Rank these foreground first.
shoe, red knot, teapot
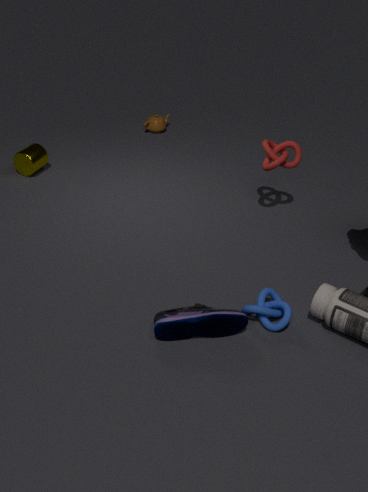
shoe, red knot, teapot
